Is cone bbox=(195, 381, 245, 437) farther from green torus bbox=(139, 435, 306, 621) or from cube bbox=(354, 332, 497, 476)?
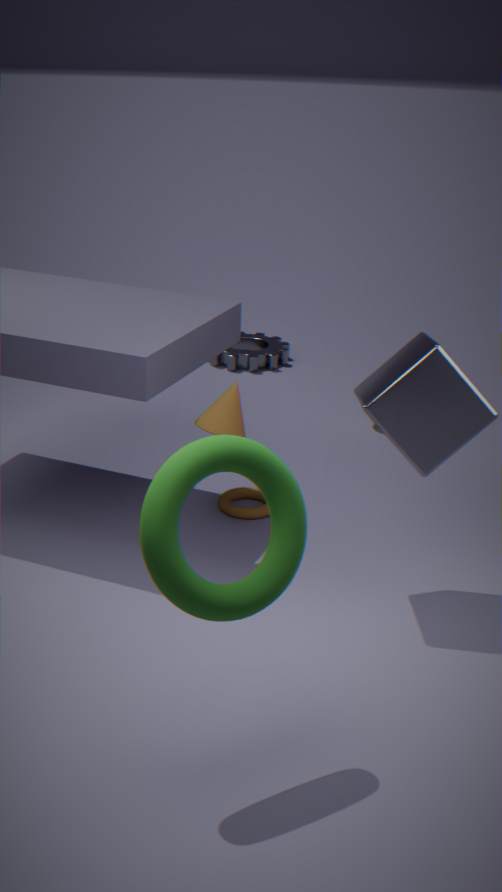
green torus bbox=(139, 435, 306, 621)
